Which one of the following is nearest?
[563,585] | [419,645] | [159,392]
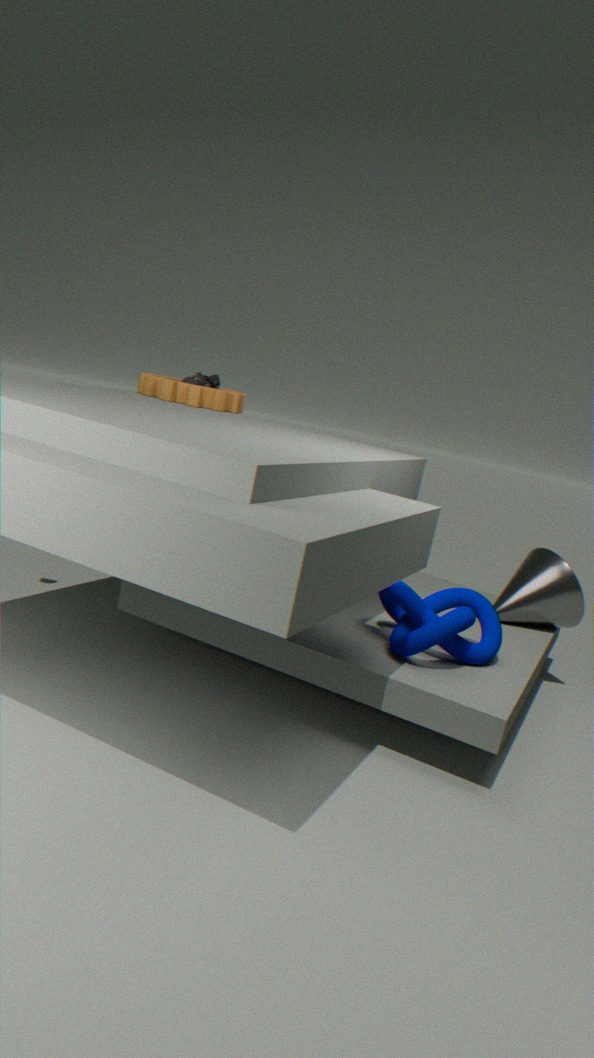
[419,645]
